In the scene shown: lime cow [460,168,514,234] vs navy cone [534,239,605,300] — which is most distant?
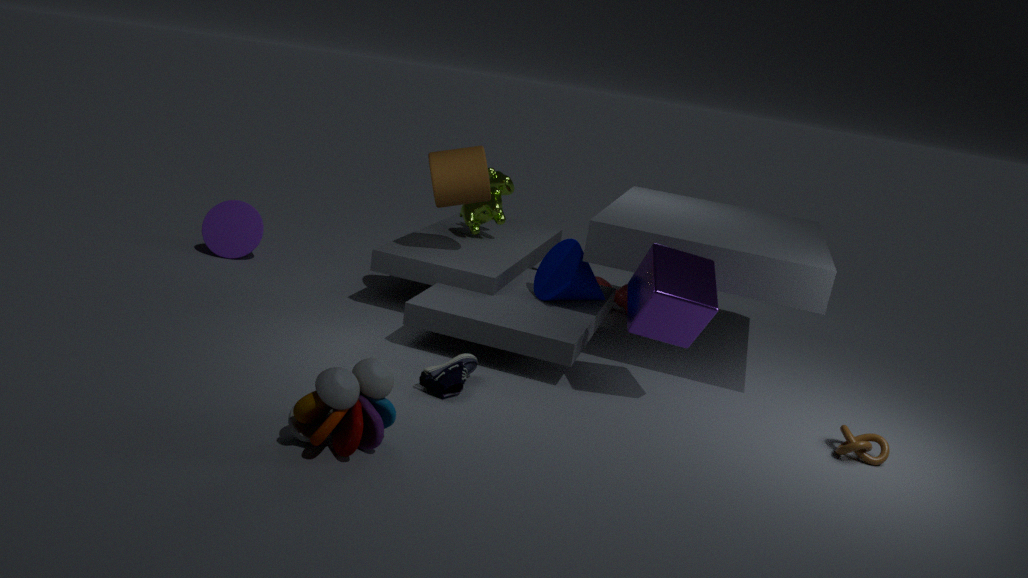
lime cow [460,168,514,234]
